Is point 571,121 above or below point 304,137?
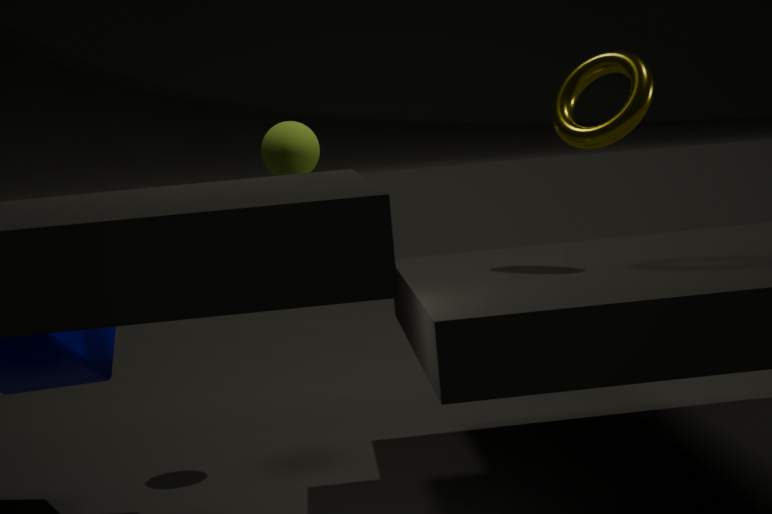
above
